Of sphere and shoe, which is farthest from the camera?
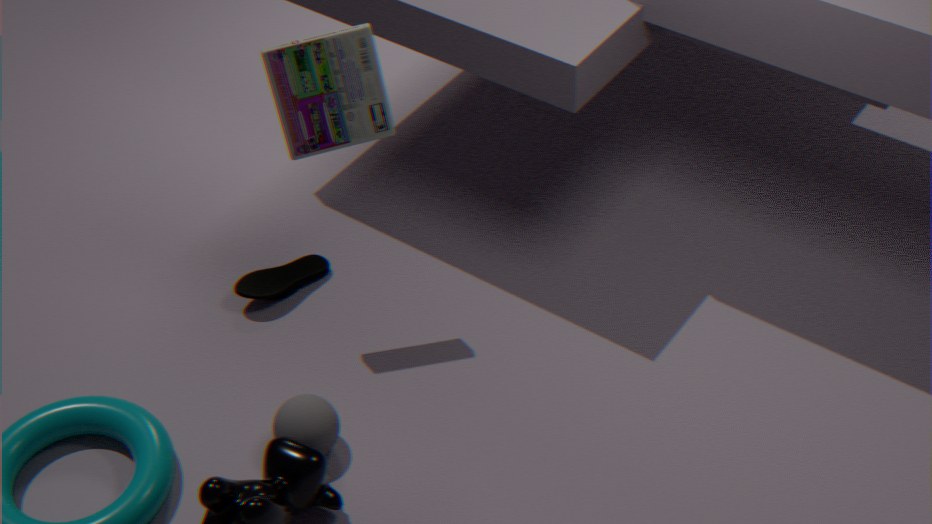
shoe
